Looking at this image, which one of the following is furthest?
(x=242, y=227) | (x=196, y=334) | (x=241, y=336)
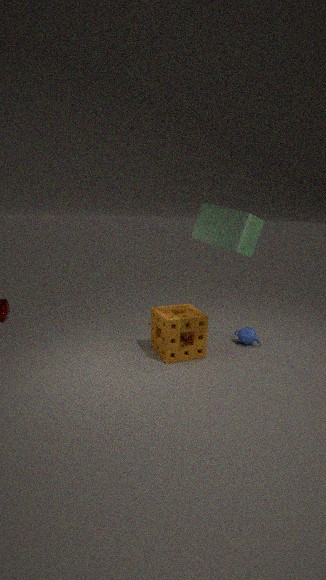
(x=241, y=336)
